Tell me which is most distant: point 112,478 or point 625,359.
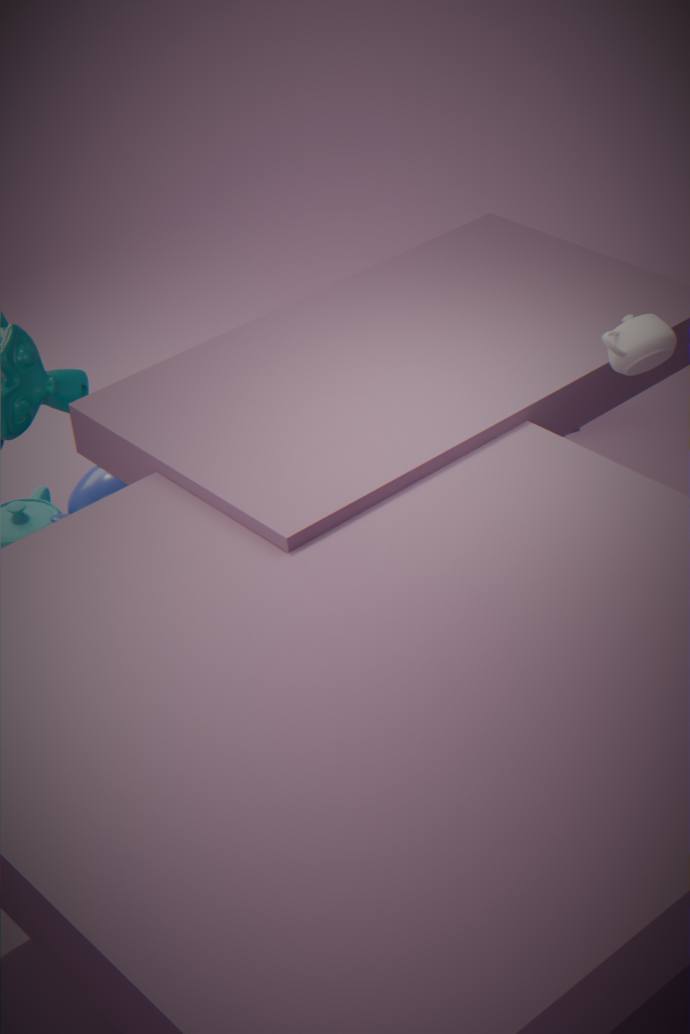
point 112,478
